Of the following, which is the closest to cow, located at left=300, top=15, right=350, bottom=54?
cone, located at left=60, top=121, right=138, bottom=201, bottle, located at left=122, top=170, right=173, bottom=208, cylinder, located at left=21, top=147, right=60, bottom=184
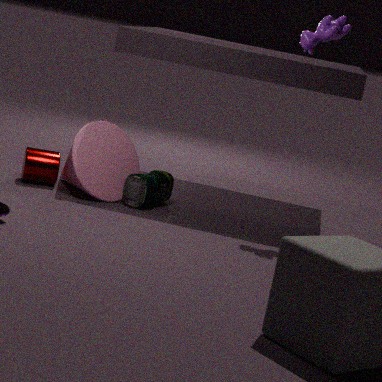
bottle, located at left=122, top=170, right=173, bottom=208
